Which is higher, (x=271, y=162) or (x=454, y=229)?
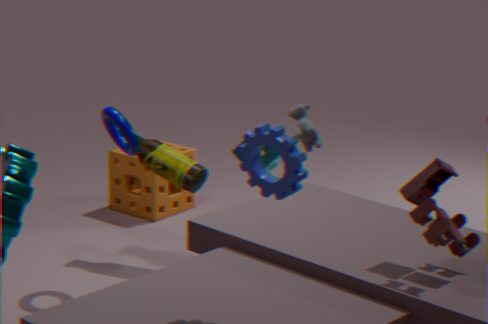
(x=454, y=229)
